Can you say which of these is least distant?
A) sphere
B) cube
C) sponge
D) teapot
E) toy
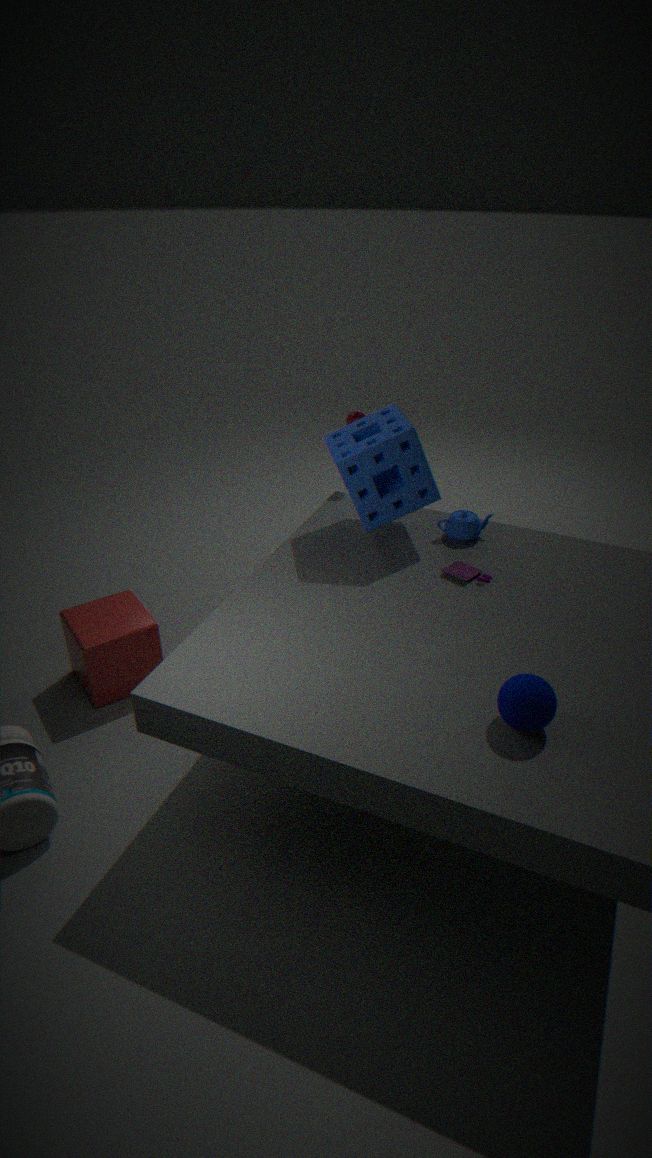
sphere
